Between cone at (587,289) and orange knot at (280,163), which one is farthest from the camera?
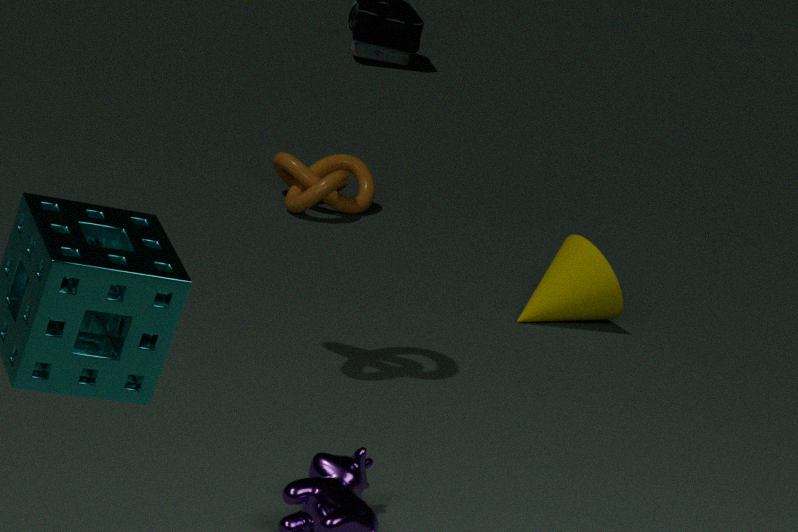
orange knot at (280,163)
